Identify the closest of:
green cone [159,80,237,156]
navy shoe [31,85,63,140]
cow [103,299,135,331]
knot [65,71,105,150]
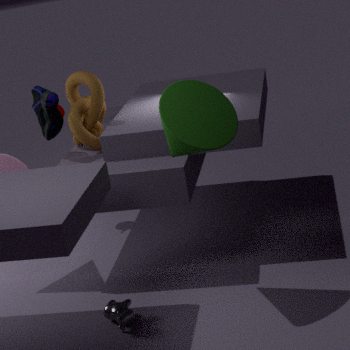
green cone [159,80,237,156]
